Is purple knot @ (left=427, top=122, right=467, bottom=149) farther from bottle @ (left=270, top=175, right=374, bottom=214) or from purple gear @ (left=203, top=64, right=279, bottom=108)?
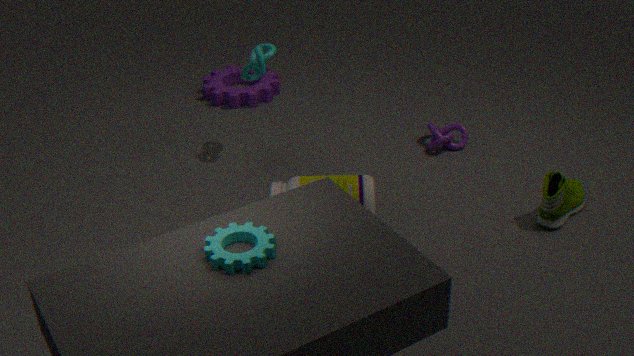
purple gear @ (left=203, top=64, right=279, bottom=108)
